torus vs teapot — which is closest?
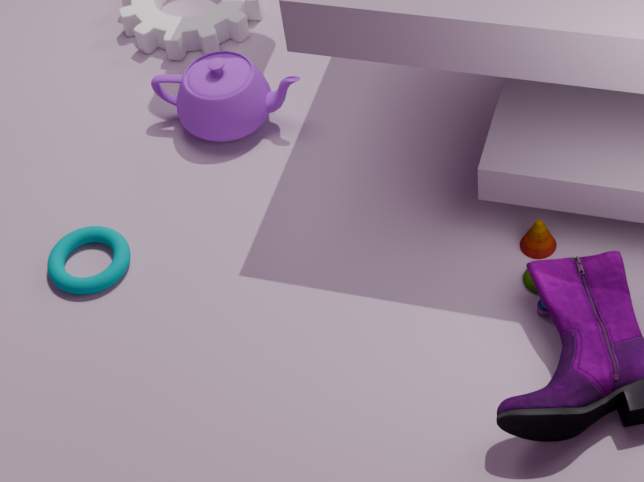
torus
